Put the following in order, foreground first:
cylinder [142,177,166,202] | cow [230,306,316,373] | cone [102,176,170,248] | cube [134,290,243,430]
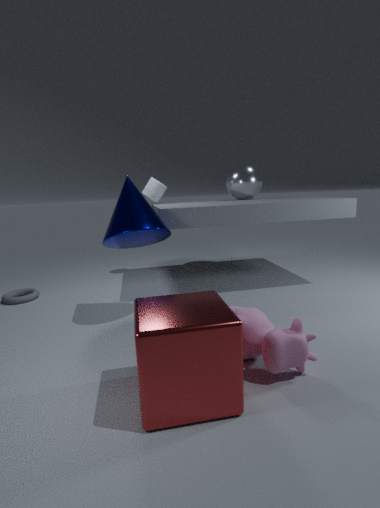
cube [134,290,243,430] → cow [230,306,316,373] → cone [102,176,170,248] → cylinder [142,177,166,202]
